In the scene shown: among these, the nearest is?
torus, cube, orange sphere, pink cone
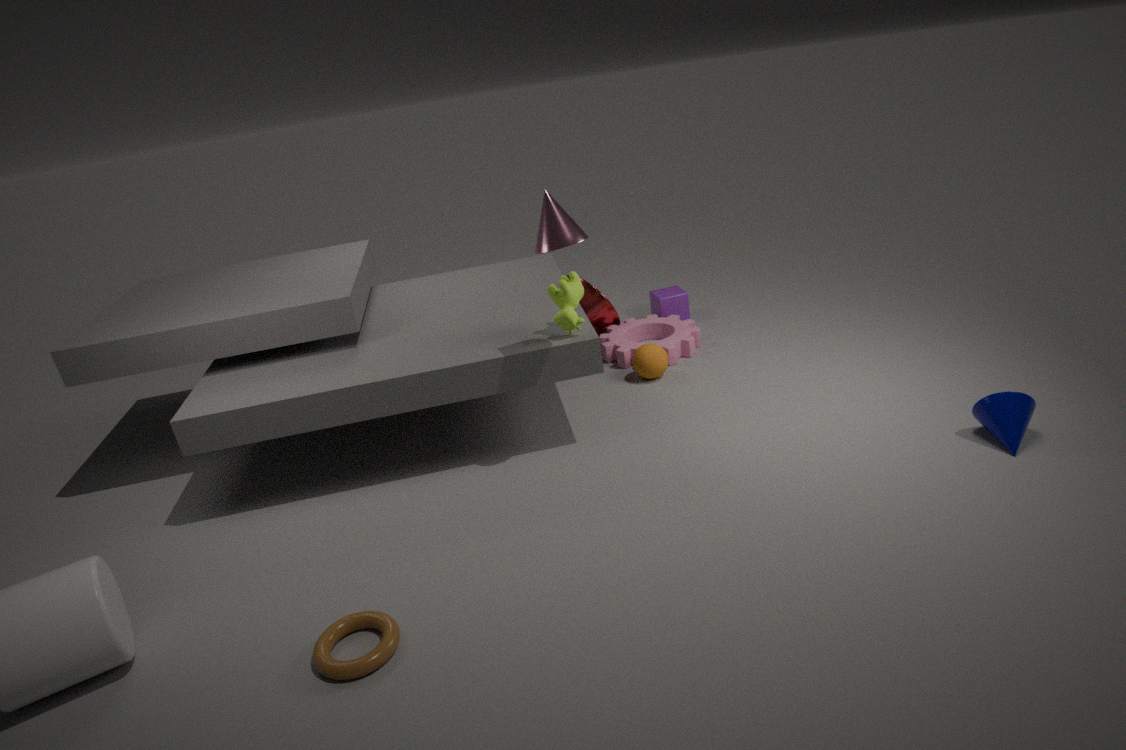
torus
